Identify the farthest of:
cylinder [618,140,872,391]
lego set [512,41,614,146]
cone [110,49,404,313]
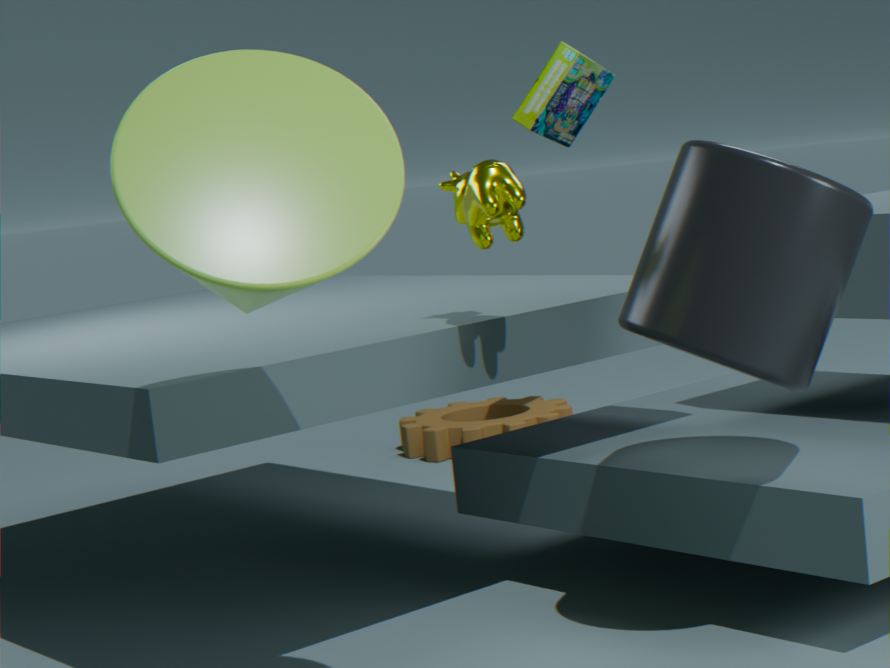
lego set [512,41,614,146]
